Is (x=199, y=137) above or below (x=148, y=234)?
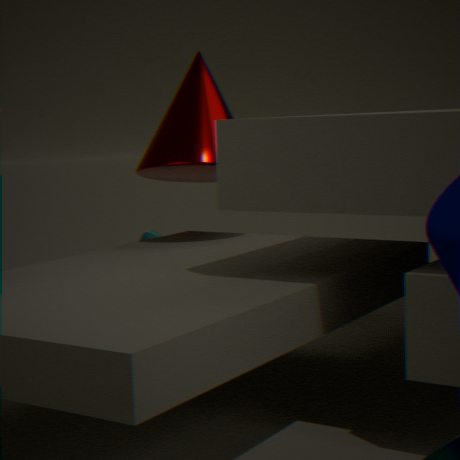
above
